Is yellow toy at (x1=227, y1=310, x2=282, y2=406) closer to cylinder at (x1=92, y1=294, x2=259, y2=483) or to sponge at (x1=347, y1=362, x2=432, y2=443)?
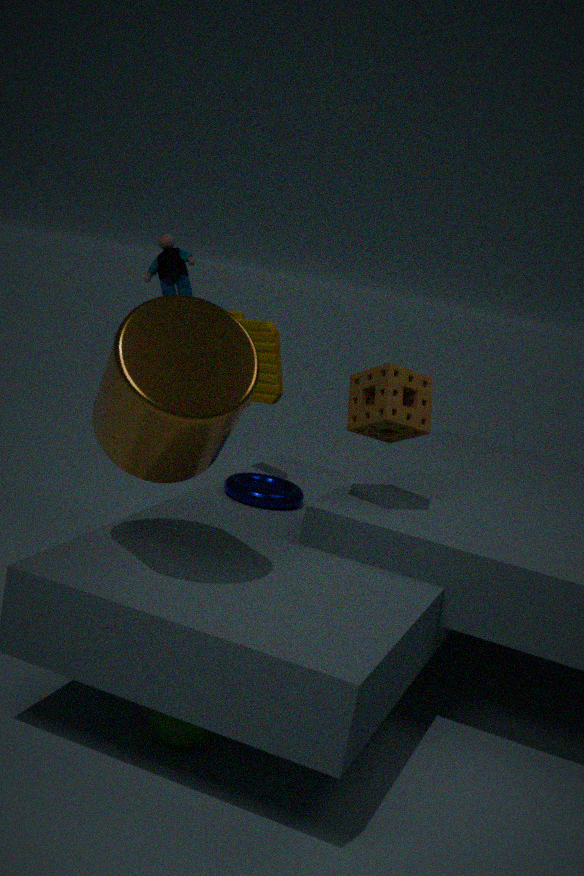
sponge at (x1=347, y1=362, x2=432, y2=443)
